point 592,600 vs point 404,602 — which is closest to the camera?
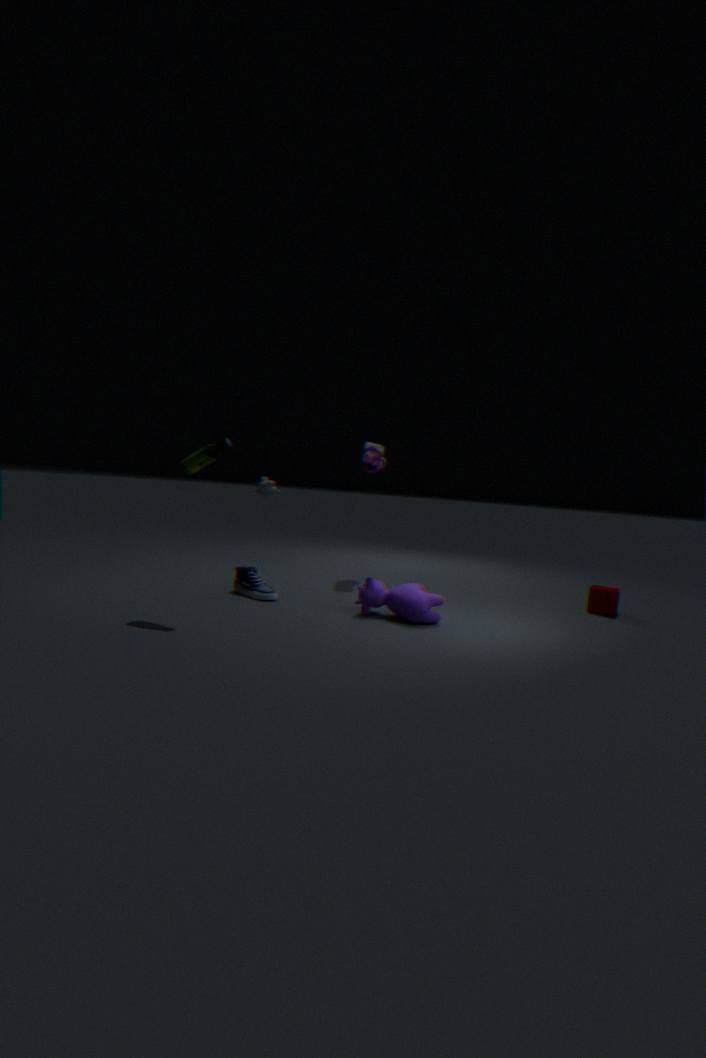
point 404,602
